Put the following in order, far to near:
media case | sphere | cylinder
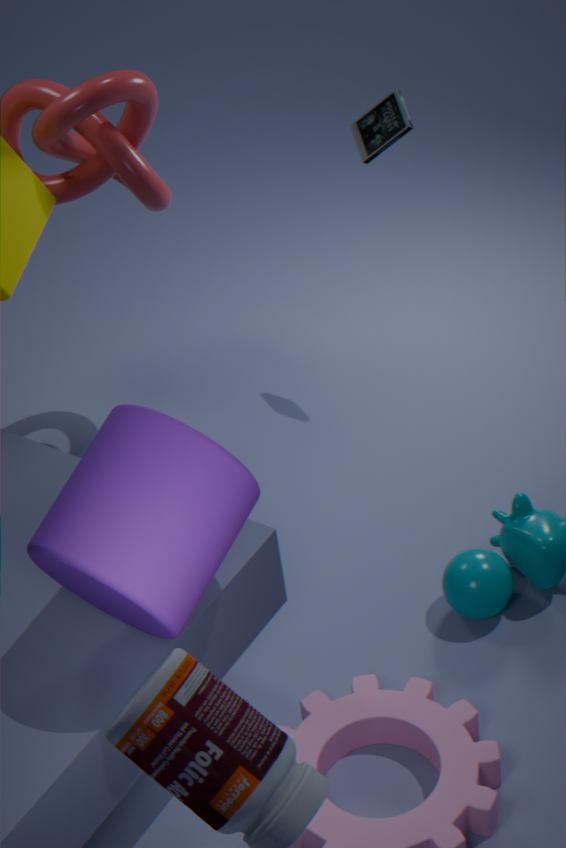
media case → sphere → cylinder
